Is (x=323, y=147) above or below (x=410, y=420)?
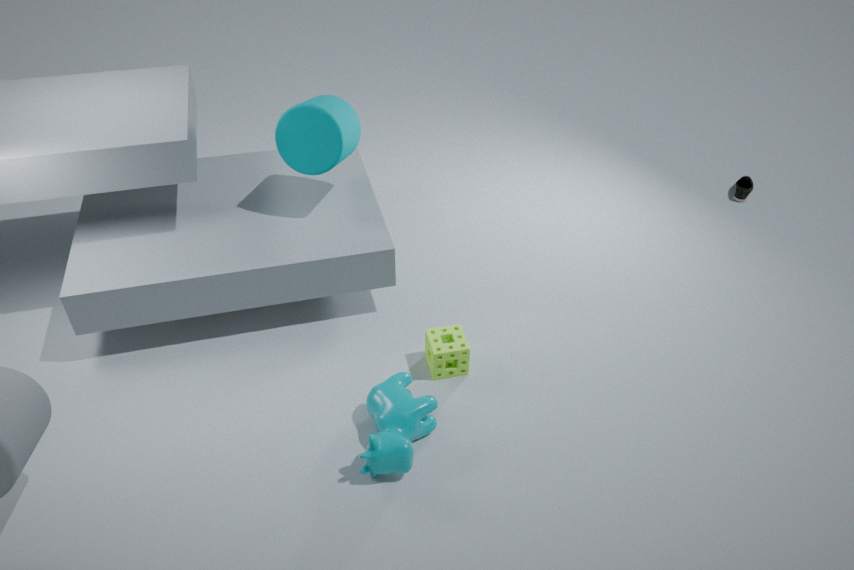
above
